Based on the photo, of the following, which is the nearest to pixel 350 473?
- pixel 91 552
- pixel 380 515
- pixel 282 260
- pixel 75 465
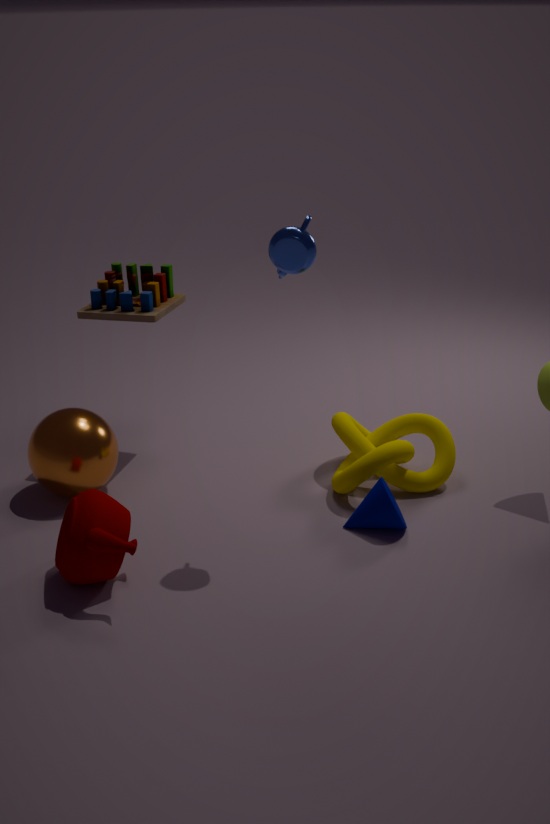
pixel 380 515
